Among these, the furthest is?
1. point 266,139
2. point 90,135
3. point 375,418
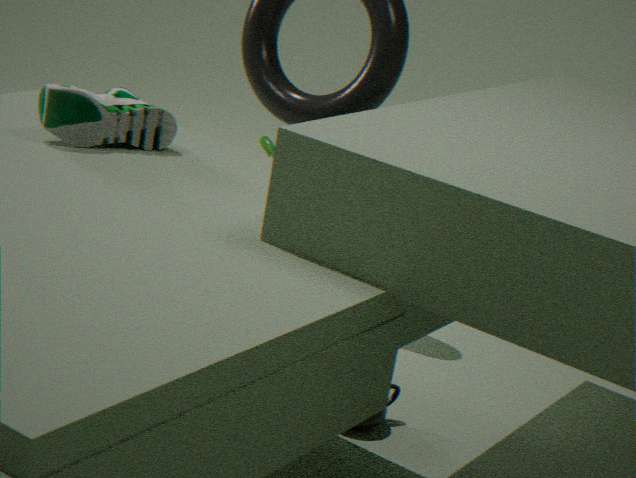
point 266,139
